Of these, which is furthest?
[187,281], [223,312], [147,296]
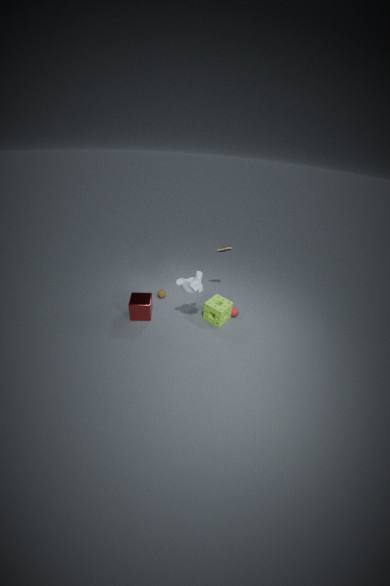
[147,296]
